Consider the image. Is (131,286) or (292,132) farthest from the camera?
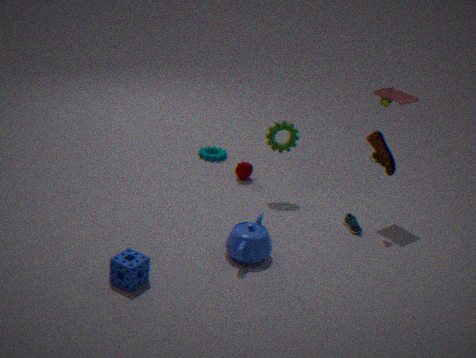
(292,132)
